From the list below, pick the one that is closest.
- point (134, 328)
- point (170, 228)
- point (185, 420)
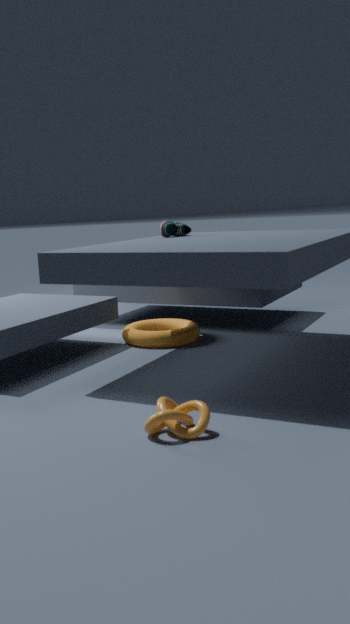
point (185, 420)
